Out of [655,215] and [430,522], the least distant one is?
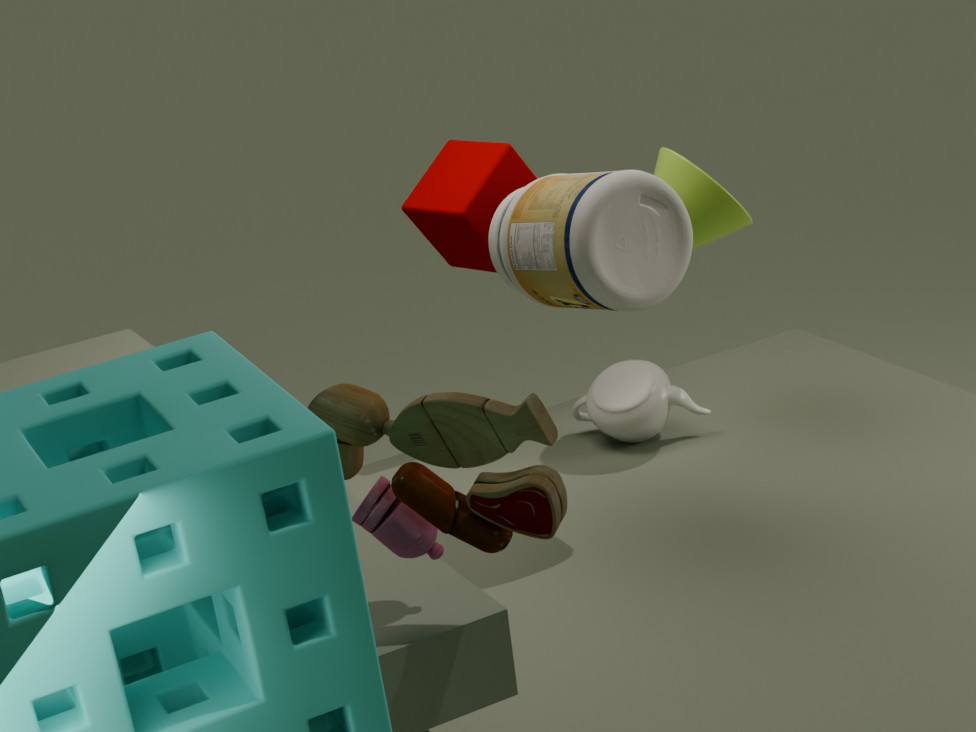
[430,522]
